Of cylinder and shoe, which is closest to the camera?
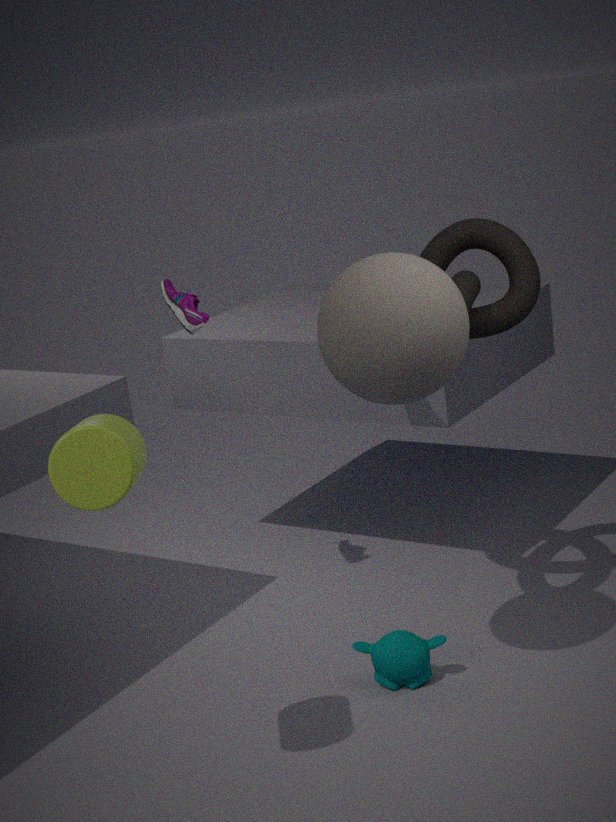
cylinder
